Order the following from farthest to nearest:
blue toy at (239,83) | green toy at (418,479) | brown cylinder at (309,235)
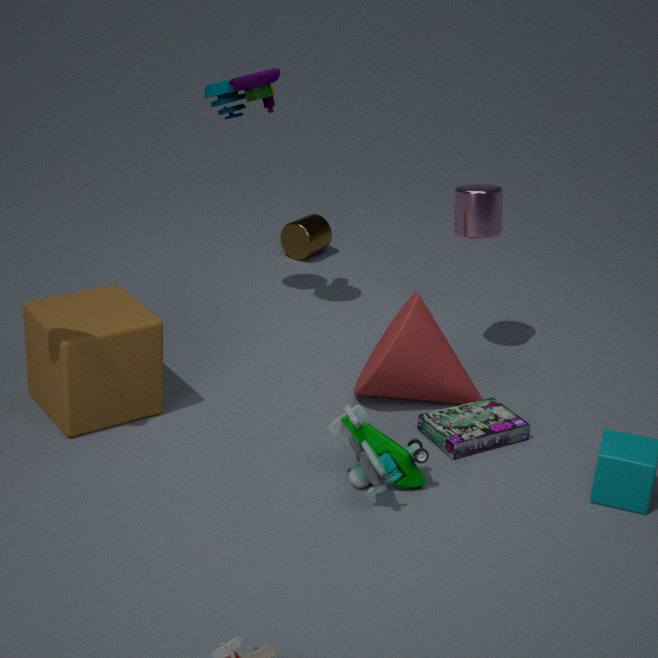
1. brown cylinder at (309,235)
2. blue toy at (239,83)
3. green toy at (418,479)
